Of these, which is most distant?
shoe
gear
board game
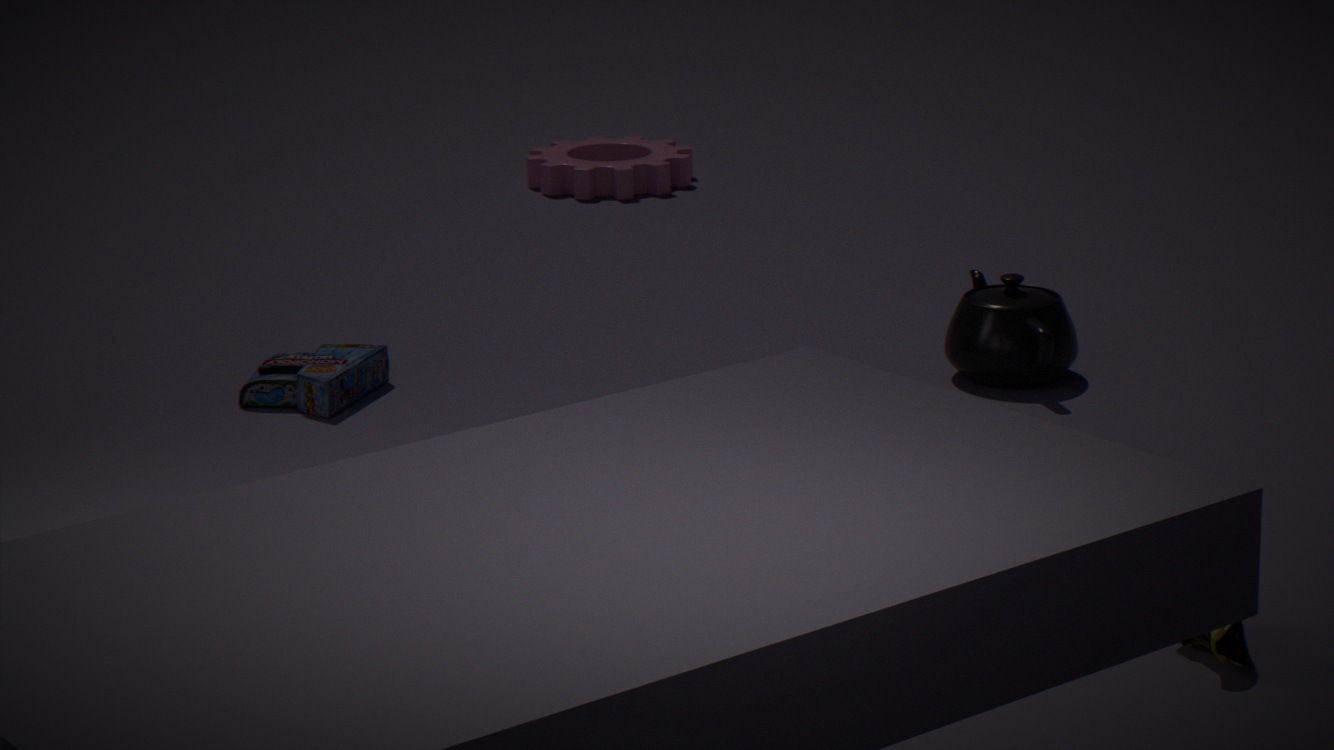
gear
